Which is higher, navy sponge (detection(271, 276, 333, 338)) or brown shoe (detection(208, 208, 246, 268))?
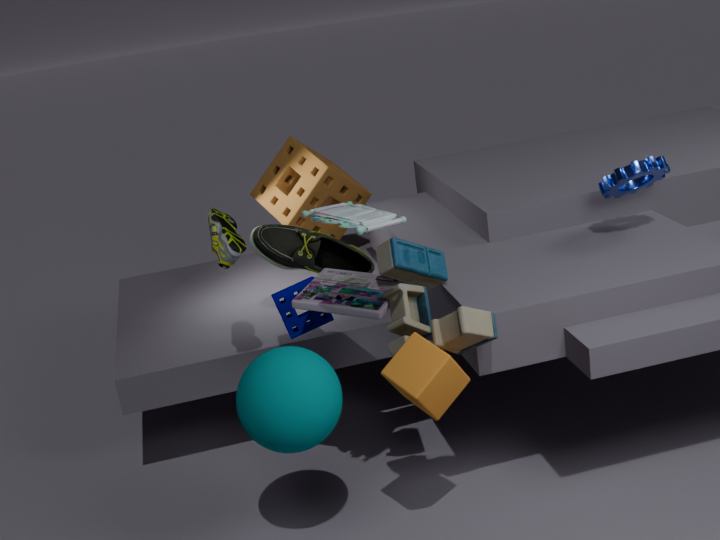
brown shoe (detection(208, 208, 246, 268))
